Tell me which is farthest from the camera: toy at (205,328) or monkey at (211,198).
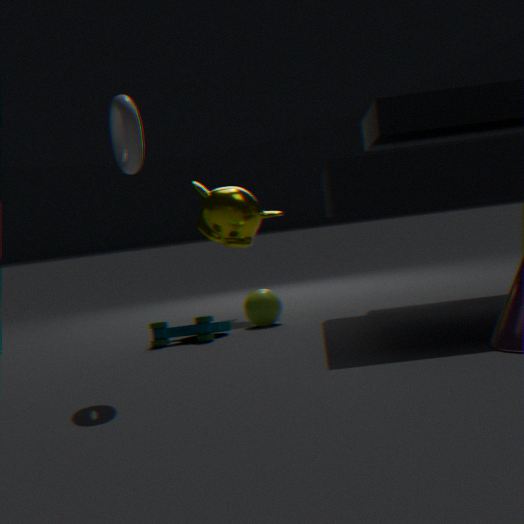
monkey at (211,198)
